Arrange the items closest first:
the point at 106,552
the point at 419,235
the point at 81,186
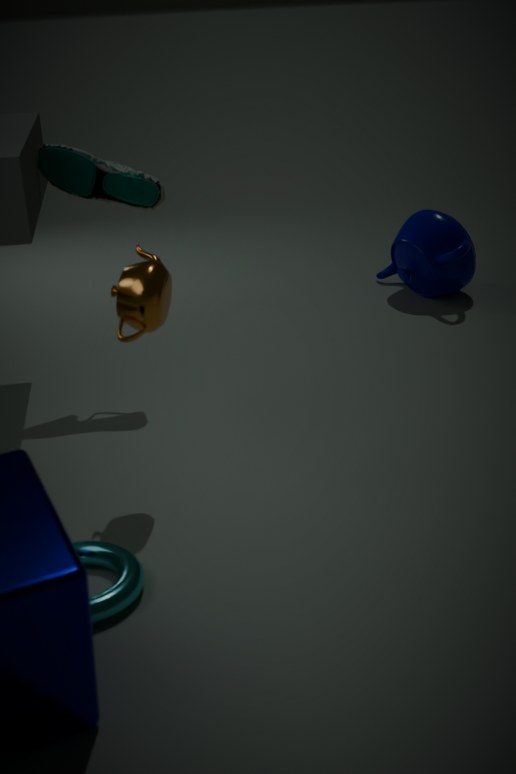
the point at 106,552 → the point at 81,186 → the point at 419,235
